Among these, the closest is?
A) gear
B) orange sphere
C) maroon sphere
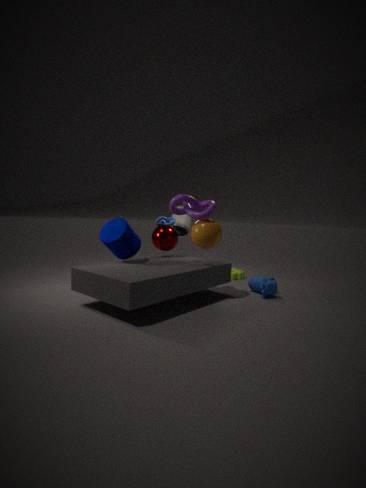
orange sphere
